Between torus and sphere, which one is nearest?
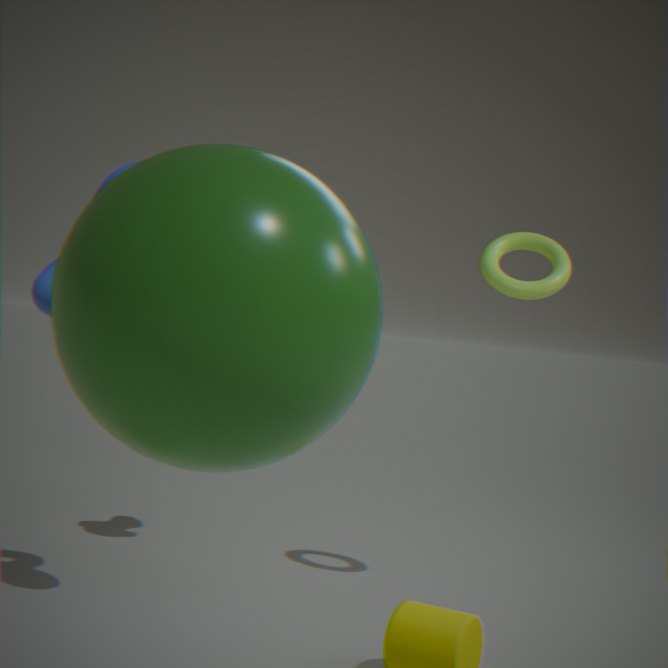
sphere
